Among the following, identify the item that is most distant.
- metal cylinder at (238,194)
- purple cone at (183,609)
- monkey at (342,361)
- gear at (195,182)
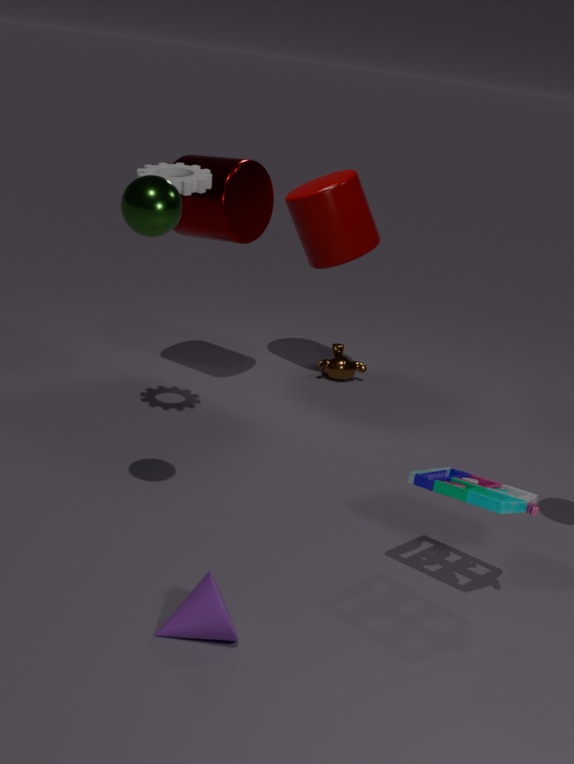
monkey at (342,361)
